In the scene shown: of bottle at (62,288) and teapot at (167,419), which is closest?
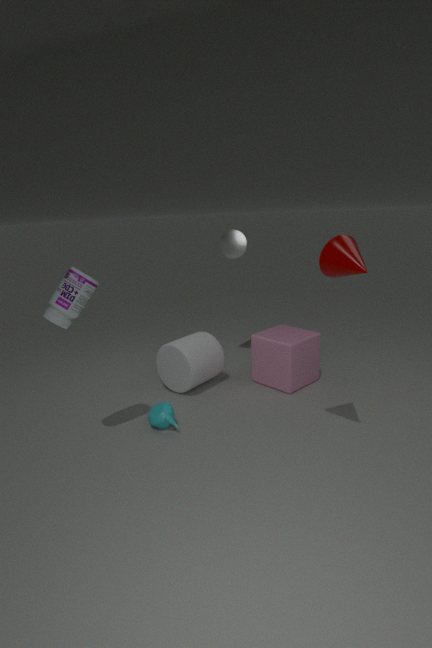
bottle at (62,288)
